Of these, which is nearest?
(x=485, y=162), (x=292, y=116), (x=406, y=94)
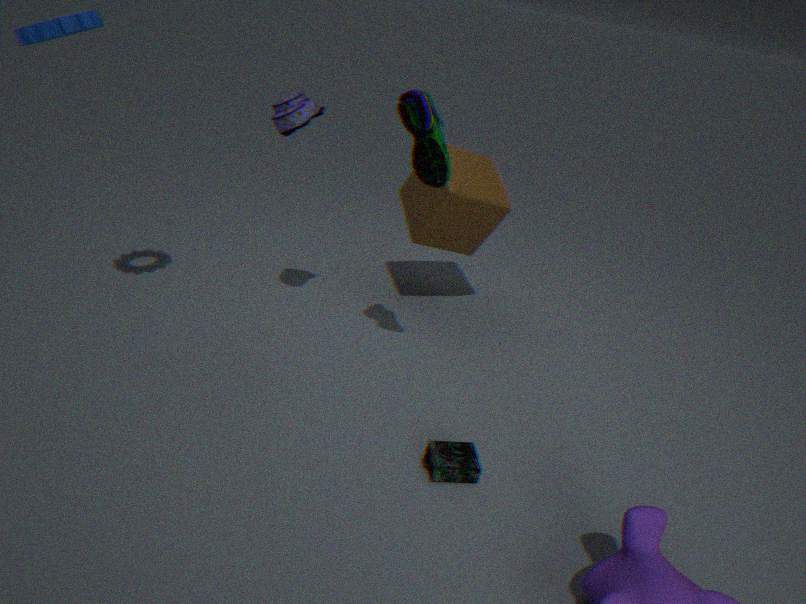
(x=406, y=94)
